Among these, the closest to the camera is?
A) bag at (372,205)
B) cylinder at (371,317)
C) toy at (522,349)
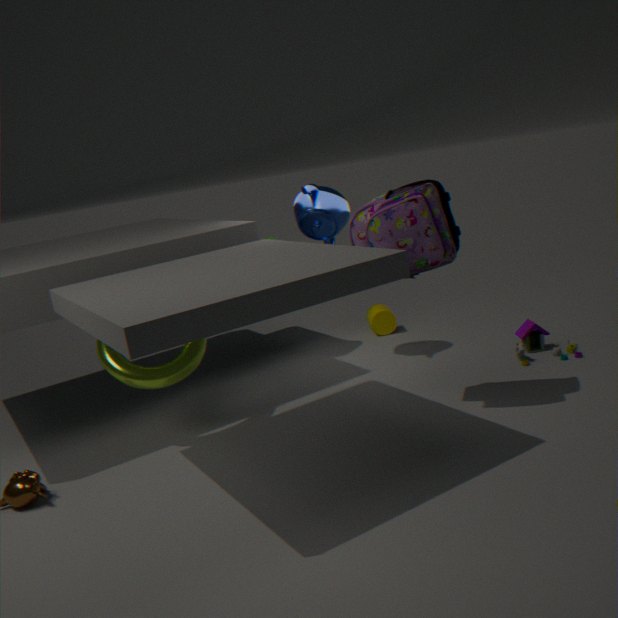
bag at (372,205)
